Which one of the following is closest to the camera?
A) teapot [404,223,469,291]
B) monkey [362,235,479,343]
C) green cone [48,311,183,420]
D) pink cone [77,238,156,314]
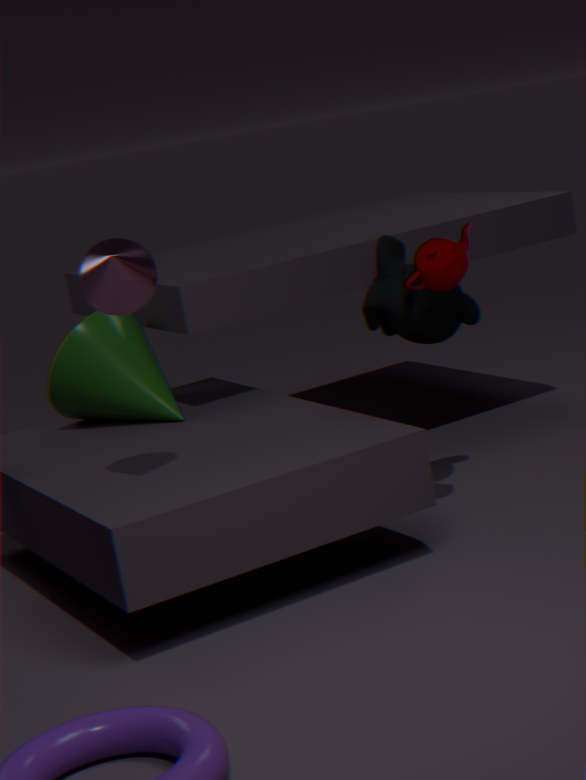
pink cone [77,238,156,314]
